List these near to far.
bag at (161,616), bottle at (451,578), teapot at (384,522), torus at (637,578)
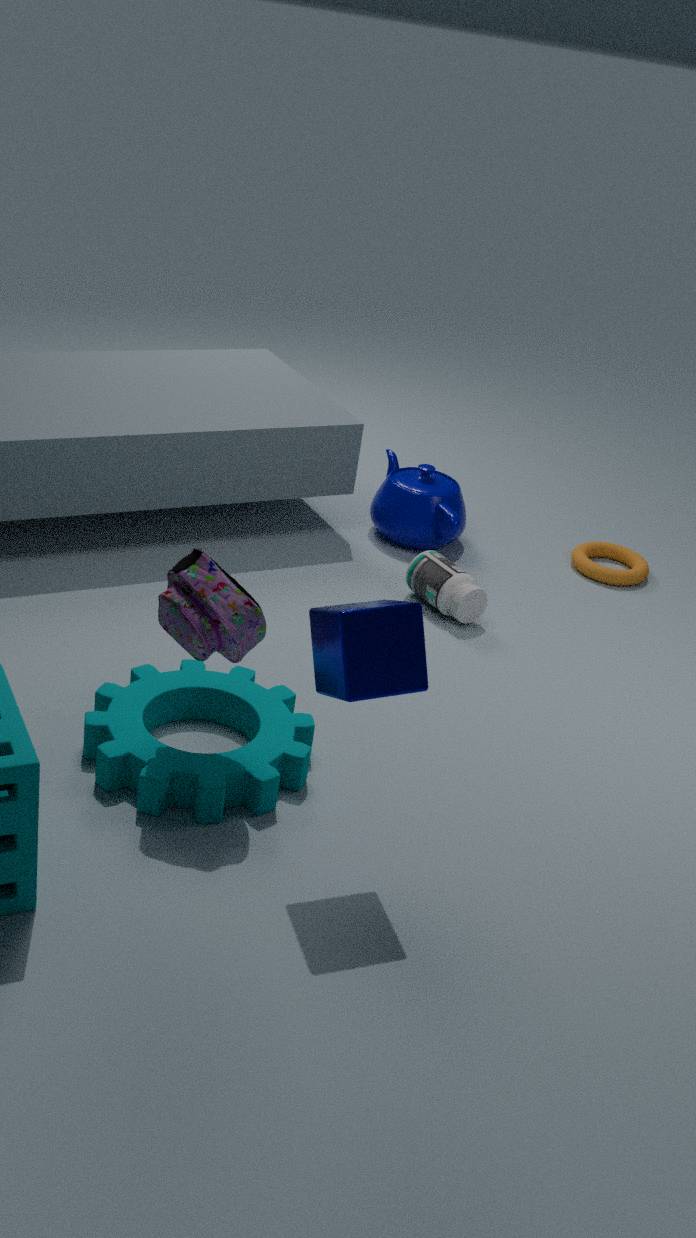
bag at (161,616)
bottle at (451,578)
teapot at (384,522)
torus at (637,578)
